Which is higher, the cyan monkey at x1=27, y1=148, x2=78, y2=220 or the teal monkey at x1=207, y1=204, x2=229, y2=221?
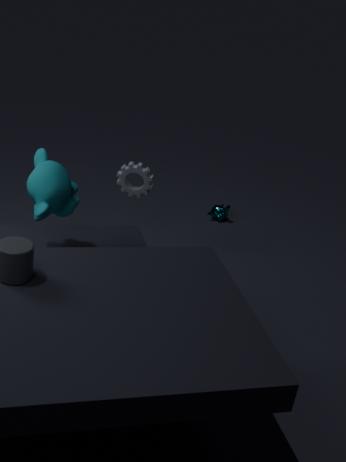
the cyan monkey at x1=27, y1=148, x2=78, y2=220
